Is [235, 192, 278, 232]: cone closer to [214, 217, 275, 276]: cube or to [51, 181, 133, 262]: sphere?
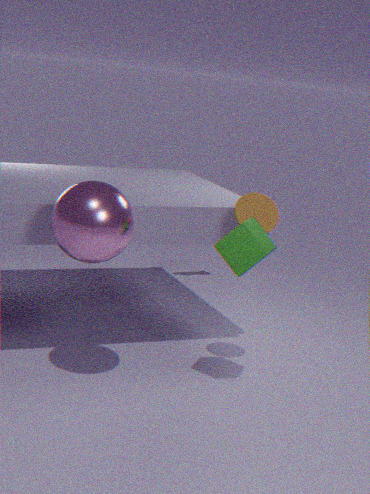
[214, 217, 275, 276]: cube
